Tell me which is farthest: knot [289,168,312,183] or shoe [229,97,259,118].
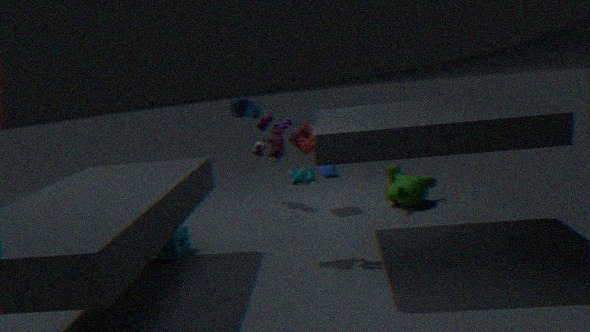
knot [289,168,312,183]
